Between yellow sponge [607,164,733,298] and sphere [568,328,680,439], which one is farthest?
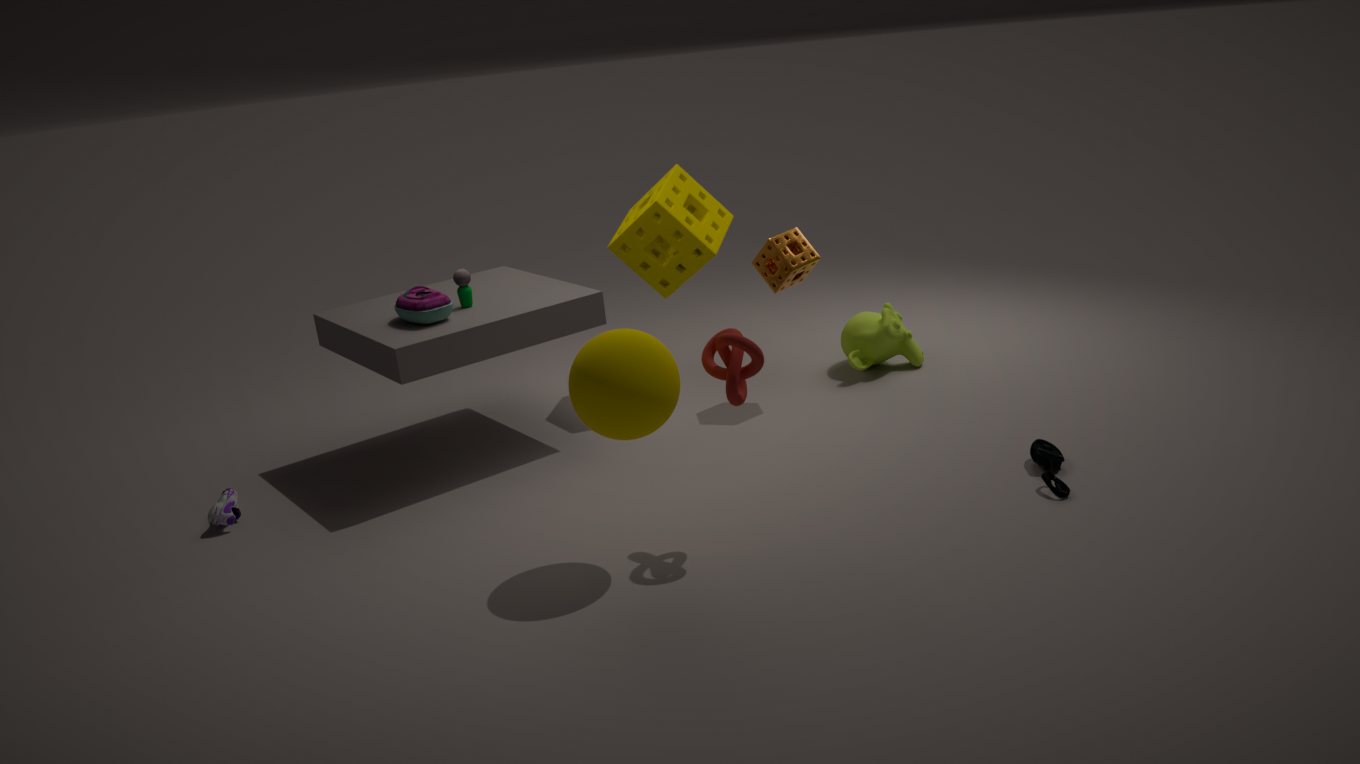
yellow sponge [607,164,733,298]
